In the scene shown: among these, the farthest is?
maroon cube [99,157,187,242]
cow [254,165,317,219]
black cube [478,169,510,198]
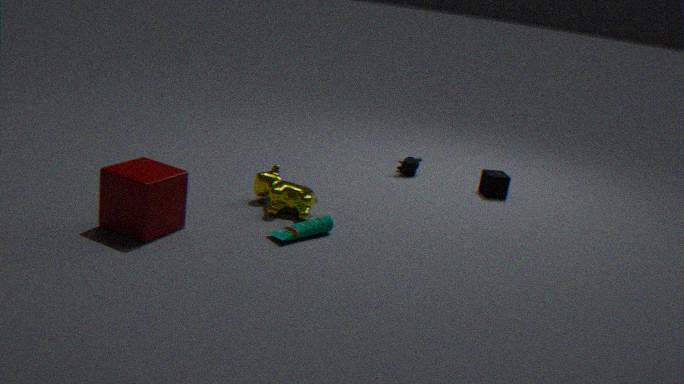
black cube [478,169,510,198]
